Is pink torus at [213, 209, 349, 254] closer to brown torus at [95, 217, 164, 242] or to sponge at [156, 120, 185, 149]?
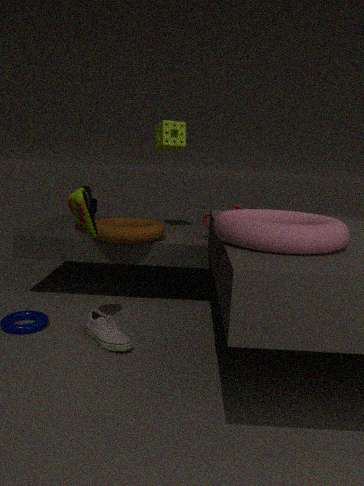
brown torus at [95, 217, 164, 242]
